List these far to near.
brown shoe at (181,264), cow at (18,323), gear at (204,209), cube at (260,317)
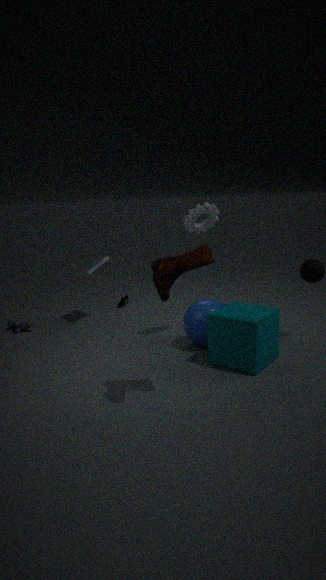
cow at (18,323), gear at (204,209), cube at (260,317), brown shoe at (181,264)
